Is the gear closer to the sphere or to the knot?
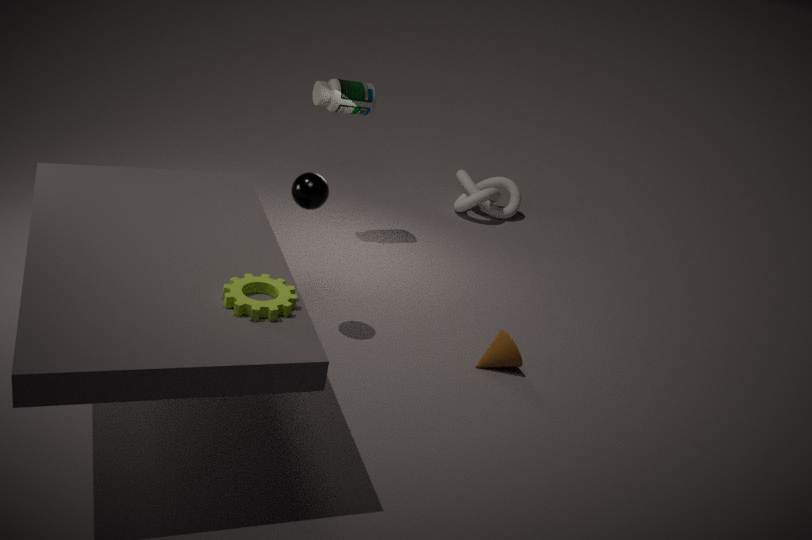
the sphere
